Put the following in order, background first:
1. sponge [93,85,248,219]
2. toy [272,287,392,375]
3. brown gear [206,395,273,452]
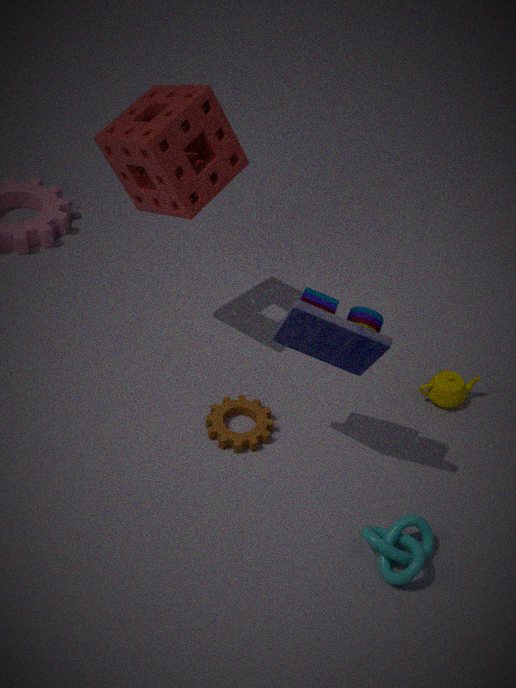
1. brown gear [206,395,273,452]
2. sponge [93,85,248,219]
3. toy [272,287,392,375]
